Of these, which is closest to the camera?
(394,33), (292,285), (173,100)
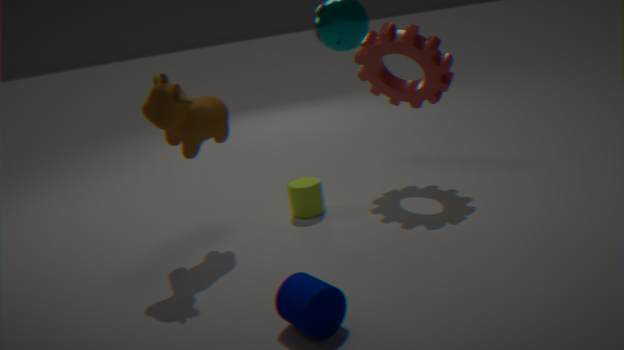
(292,285)
